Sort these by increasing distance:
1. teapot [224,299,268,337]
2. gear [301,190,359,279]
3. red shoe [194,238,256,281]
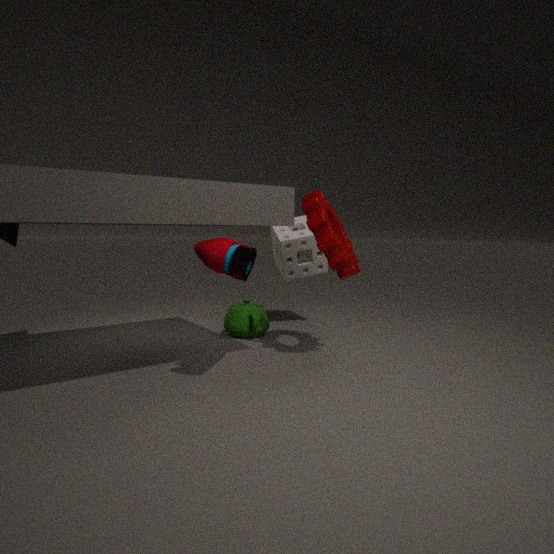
red shoe [194,238,256,281] → gear [301,190,359,279] → teapot [224,299,268,337]
